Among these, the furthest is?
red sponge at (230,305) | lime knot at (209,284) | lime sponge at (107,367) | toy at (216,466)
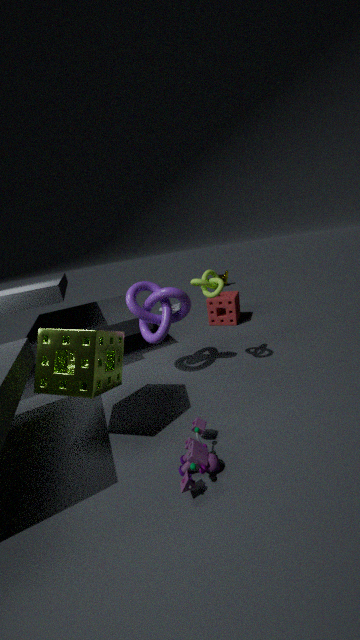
red sponge at (230,305)
